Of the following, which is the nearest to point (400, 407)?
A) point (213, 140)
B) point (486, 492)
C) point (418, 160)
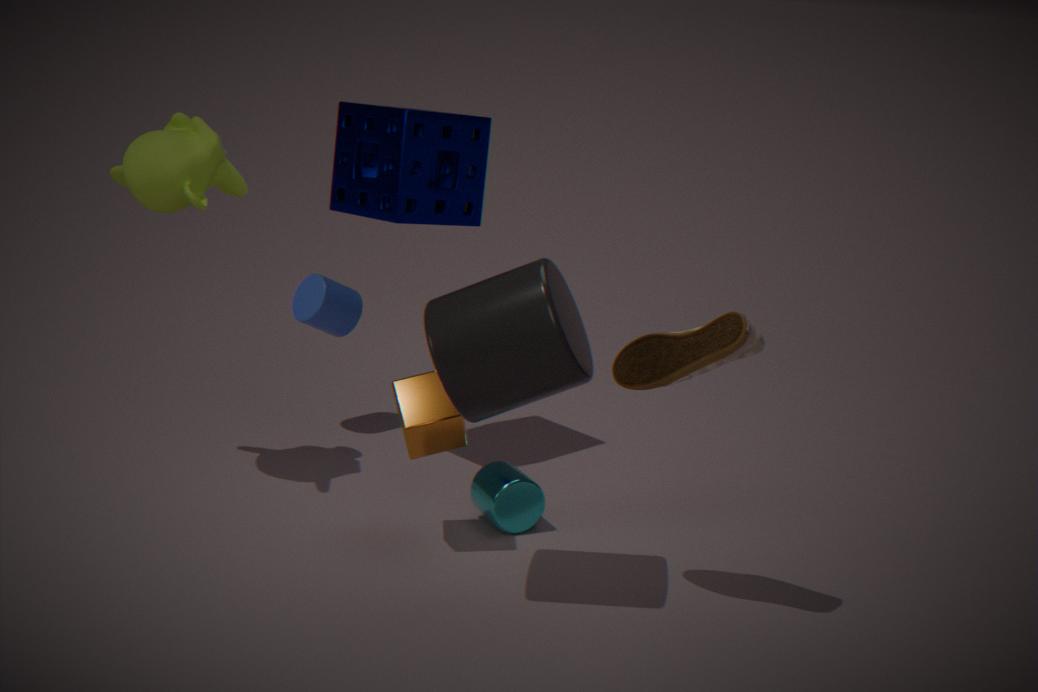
point (486, 492)
